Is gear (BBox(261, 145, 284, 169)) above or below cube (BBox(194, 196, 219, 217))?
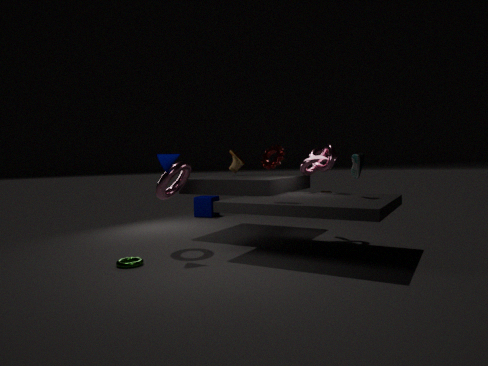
above
